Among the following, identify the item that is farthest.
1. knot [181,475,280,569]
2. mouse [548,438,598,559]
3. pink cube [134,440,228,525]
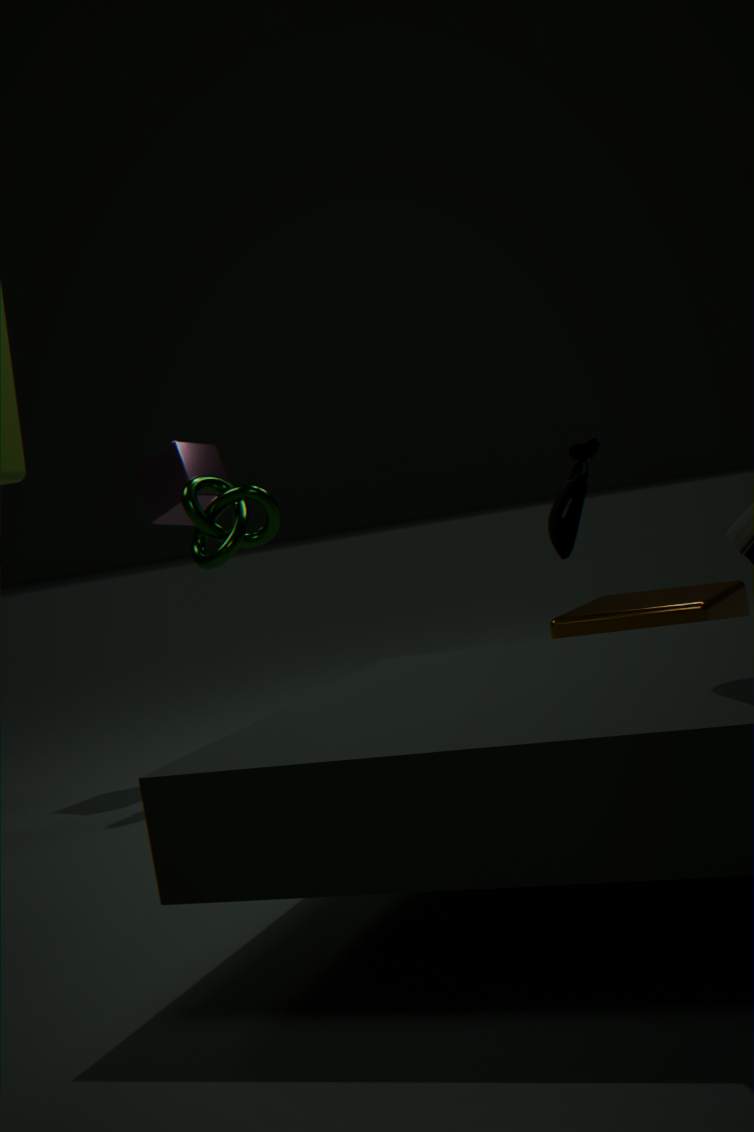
pink cube [134,440,228,525]
